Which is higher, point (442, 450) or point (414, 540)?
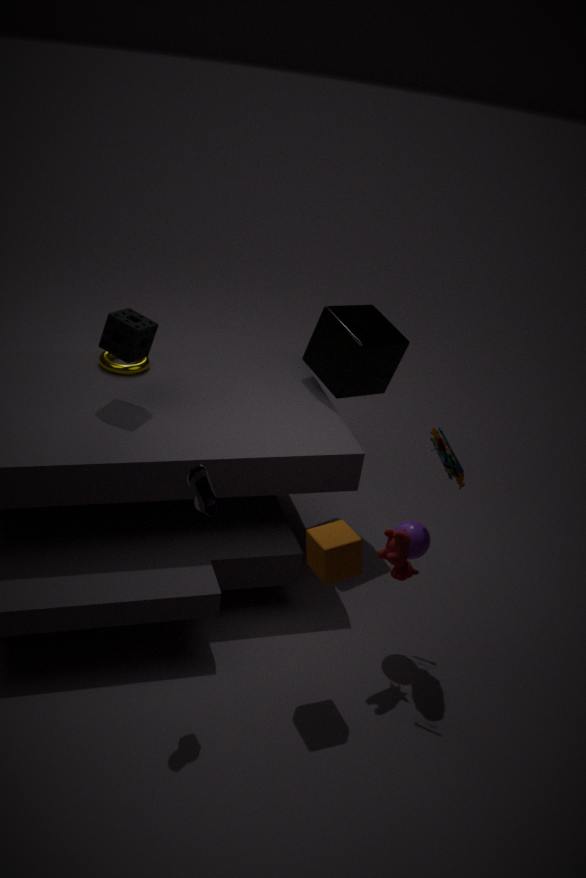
point (442, 450)
